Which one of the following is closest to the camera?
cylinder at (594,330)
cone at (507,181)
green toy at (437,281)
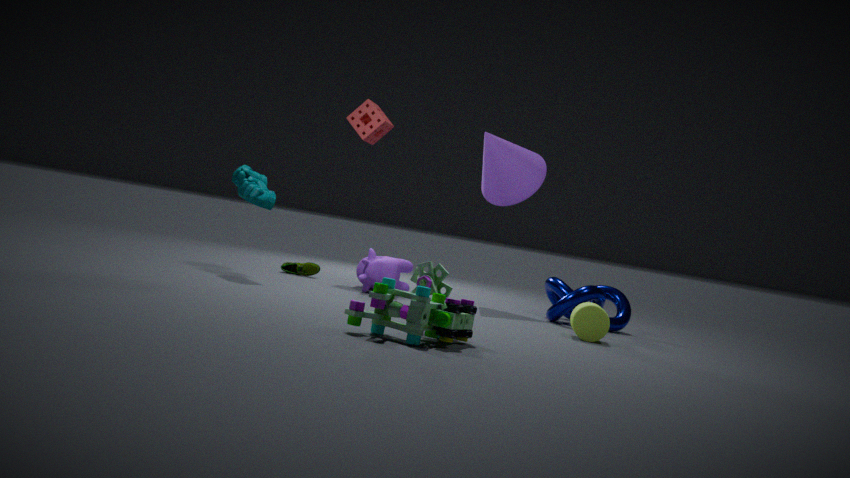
green toy at (437,281)
